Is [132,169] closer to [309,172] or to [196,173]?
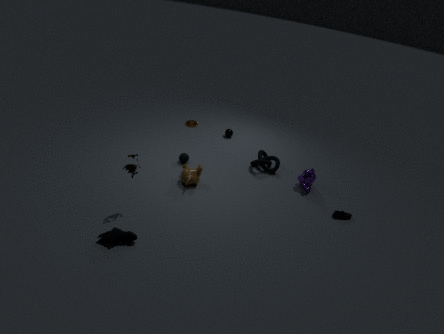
[196,173]
